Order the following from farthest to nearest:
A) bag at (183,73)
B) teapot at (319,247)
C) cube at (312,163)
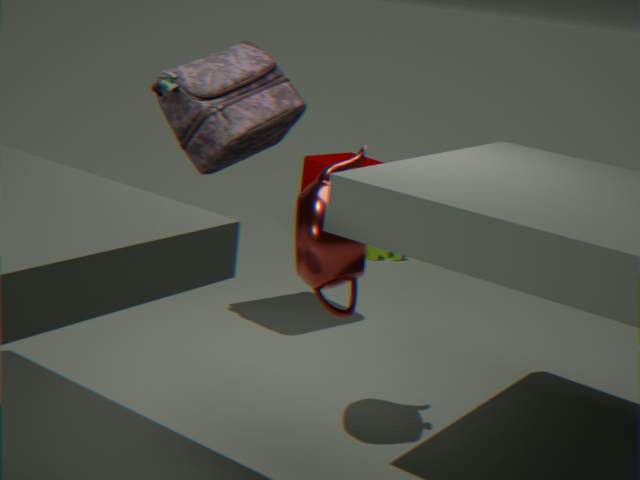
cube at (312,163)
bag at (183,73)
teapot at (319,247)
